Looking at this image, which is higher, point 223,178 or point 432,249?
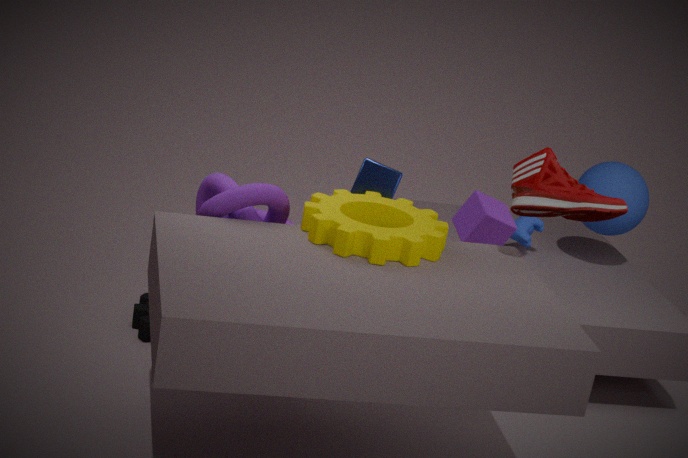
point 432,249
